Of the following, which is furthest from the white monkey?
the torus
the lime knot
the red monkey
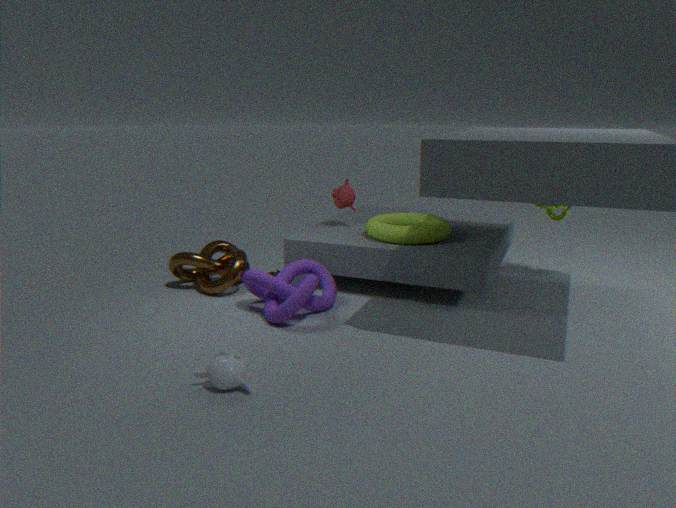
the lime knot
